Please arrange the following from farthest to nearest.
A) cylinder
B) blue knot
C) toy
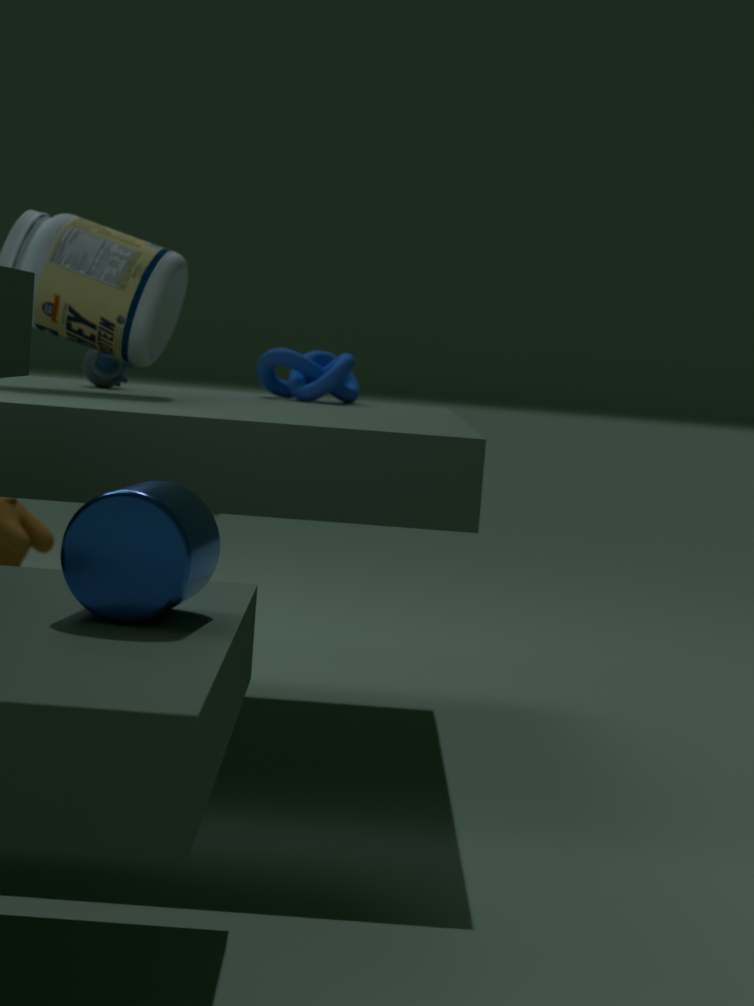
1. blue knot
2. toy
3. cylinder
